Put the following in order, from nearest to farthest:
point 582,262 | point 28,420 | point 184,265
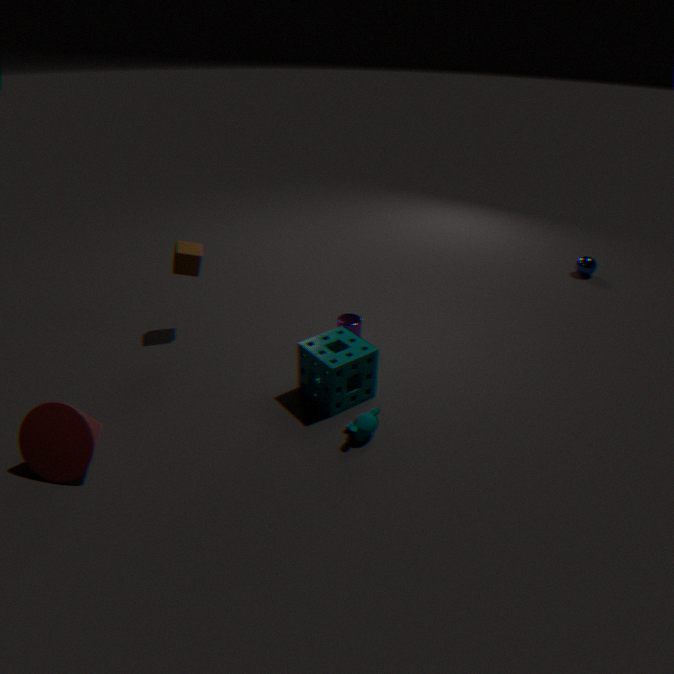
point 28,420 → point 184,265 → point 582,262
